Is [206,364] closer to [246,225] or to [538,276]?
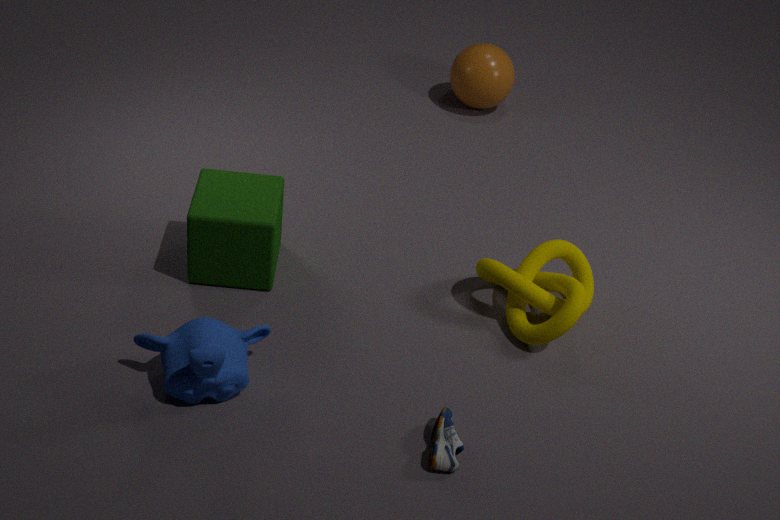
[246,225]
